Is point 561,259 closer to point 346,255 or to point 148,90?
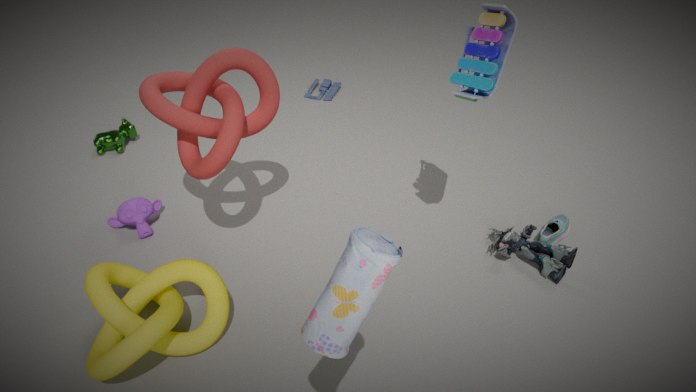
point 148,90
